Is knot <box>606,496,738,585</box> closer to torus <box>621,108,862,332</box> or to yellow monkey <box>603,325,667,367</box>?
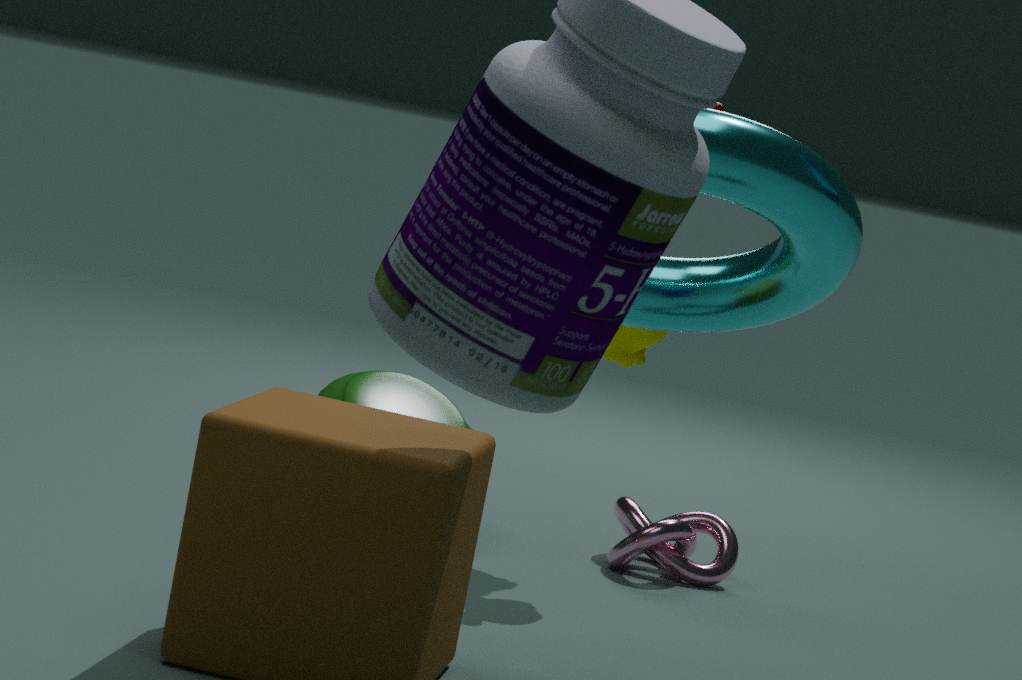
yellow monkey <box>603,325,667,367</box>
